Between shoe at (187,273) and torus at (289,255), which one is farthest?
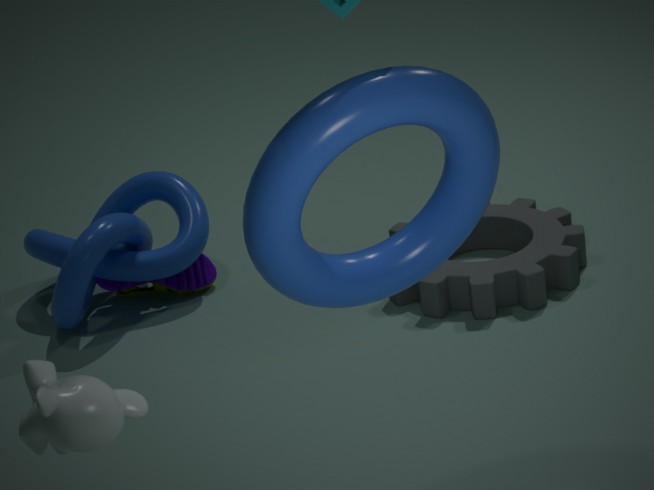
shoe at (187,273)
